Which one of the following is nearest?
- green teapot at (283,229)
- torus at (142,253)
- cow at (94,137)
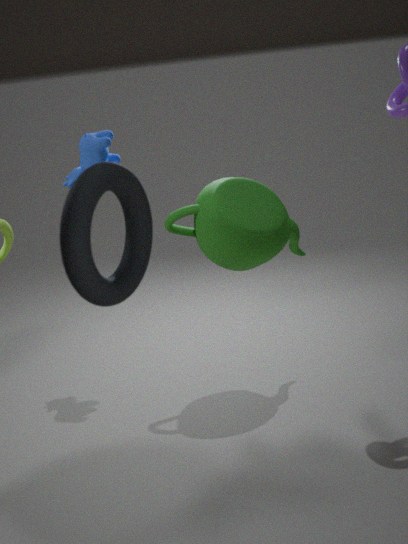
torus at (142,253)
